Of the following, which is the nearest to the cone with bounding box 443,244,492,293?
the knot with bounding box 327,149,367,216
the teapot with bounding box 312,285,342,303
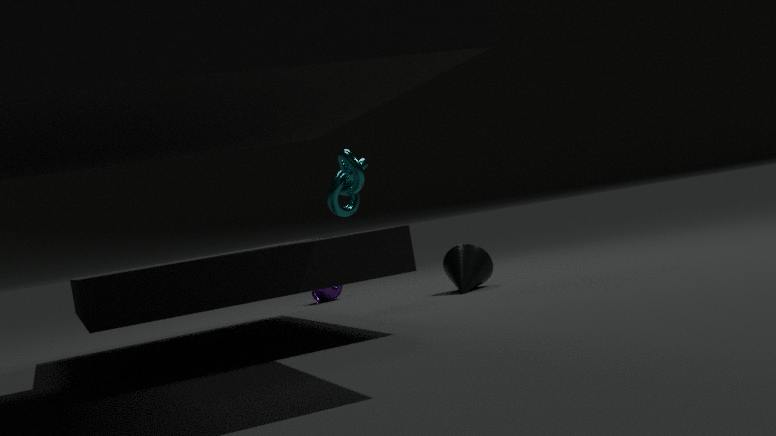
the knot with bounding box 327,149,367,216
